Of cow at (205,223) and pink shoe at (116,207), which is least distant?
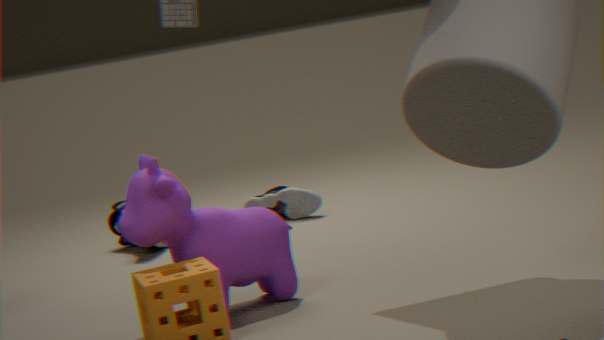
cow at (205,223)
